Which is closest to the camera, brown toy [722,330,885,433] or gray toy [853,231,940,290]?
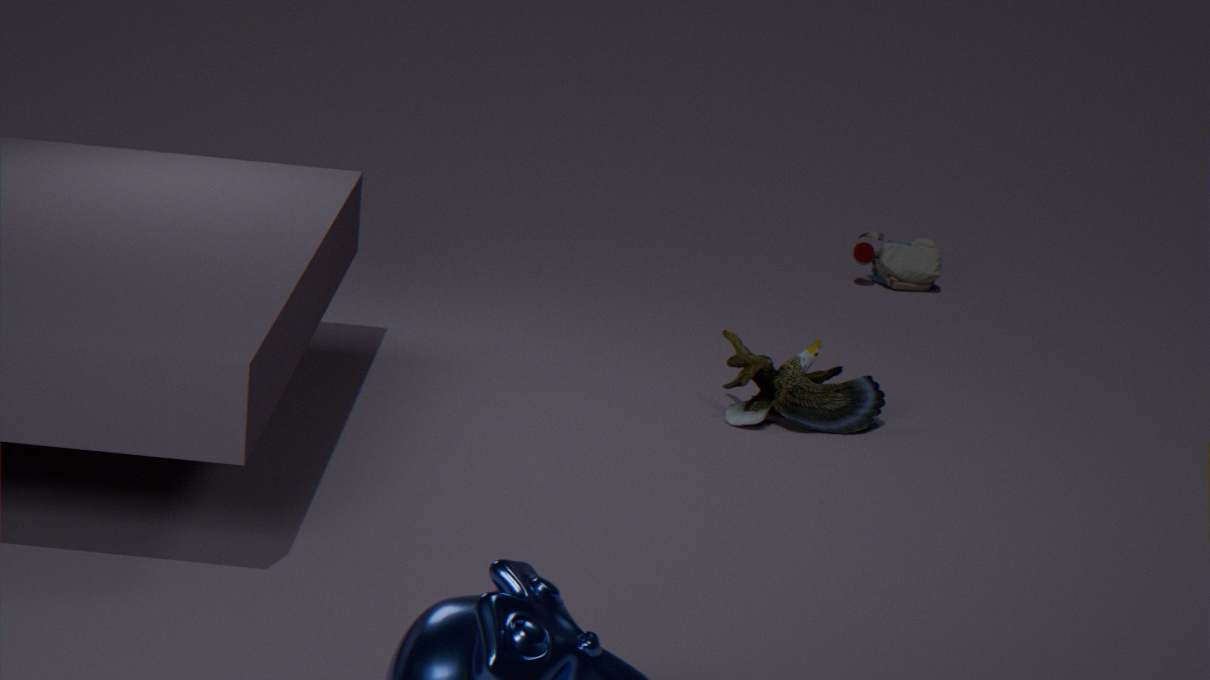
brown toy [722,330,885,433]
